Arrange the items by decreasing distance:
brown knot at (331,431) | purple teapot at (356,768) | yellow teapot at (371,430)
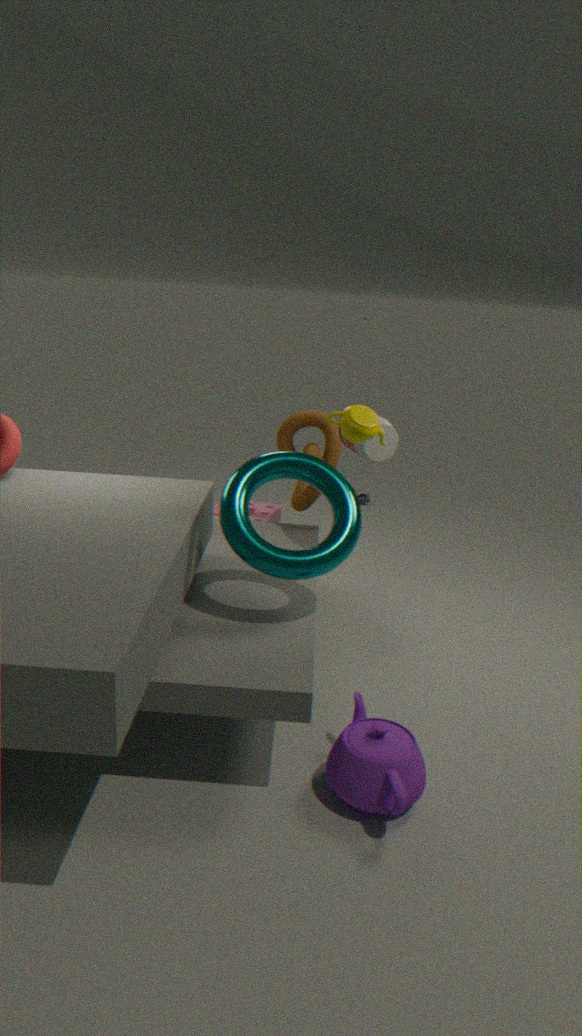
brown knot at (331,431), yellow teapot at (371,430), purple teapot at (356,768)
